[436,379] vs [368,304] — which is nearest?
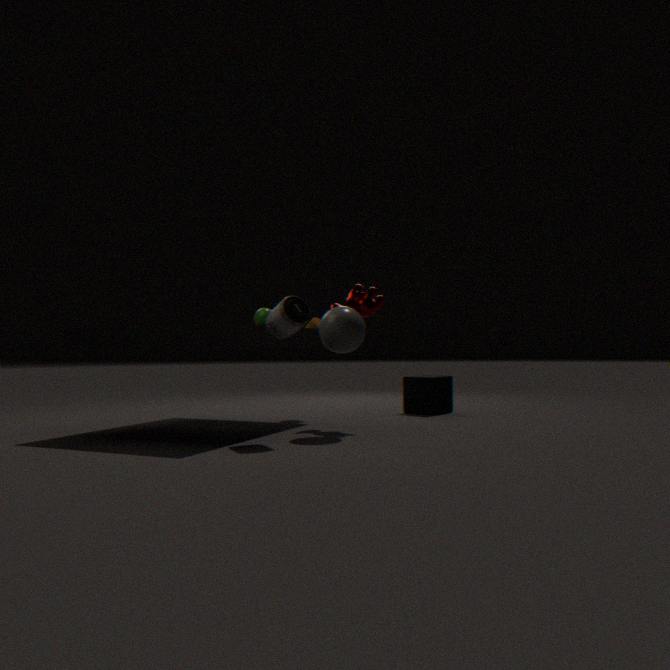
[368,304]
